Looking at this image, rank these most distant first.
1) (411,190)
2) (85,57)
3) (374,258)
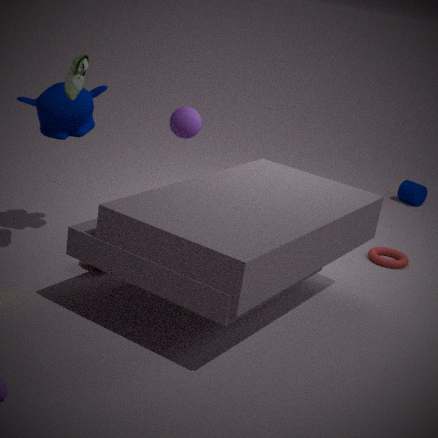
1. (411,190) < 3. (374,258) < 2. (85,57)
